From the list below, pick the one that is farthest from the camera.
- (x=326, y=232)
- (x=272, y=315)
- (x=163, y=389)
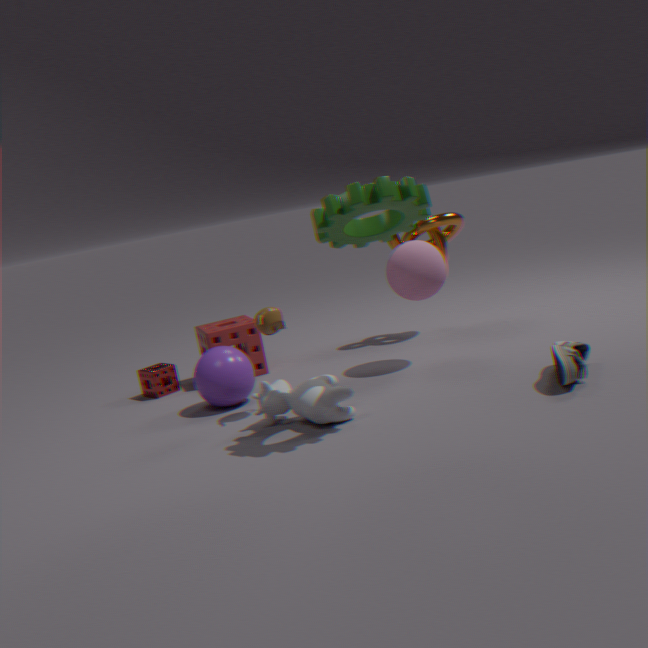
(x=163, y=389)
